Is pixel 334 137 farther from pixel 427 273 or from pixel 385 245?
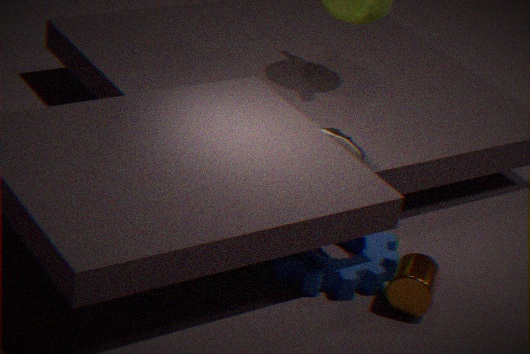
pixel 427 273
